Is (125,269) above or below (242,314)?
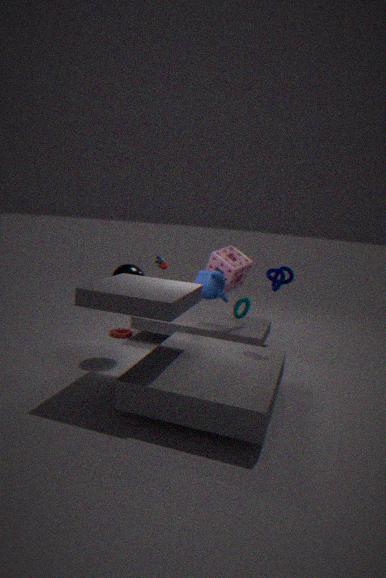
above
